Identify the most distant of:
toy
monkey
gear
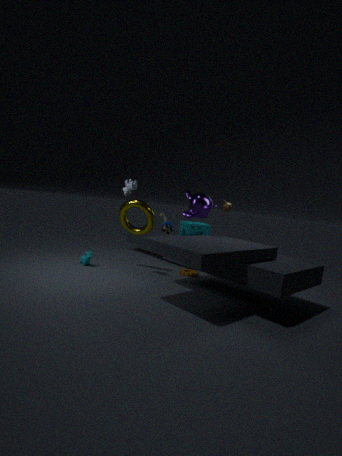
toy
